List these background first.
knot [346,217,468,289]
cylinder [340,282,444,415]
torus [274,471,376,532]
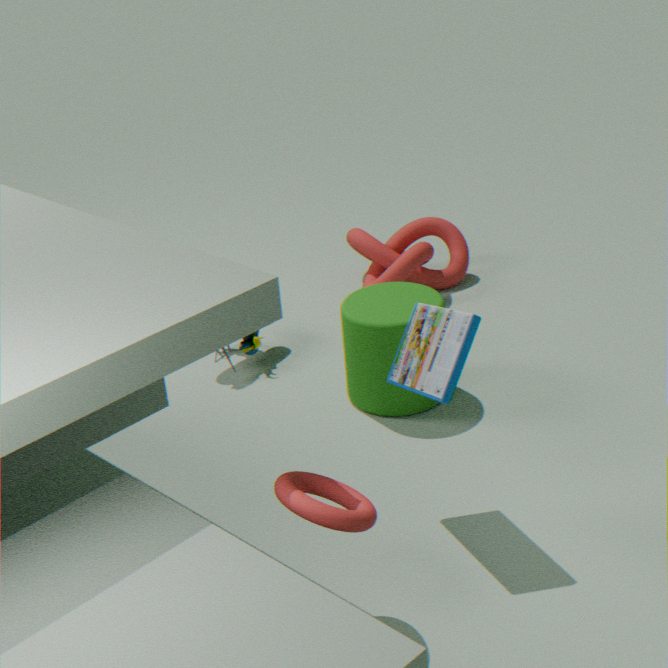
knot [346,217,468,289] → cylinder [340,282,444,415] → torus [274,471,376,532]
